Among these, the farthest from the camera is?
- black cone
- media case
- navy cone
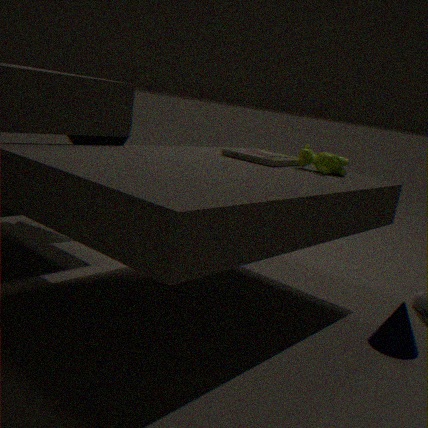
black cone
